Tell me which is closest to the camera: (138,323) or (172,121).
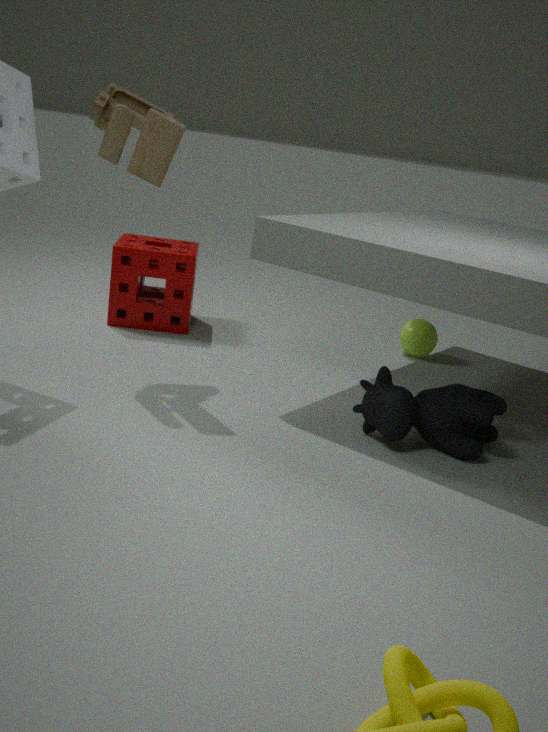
(172,121)
